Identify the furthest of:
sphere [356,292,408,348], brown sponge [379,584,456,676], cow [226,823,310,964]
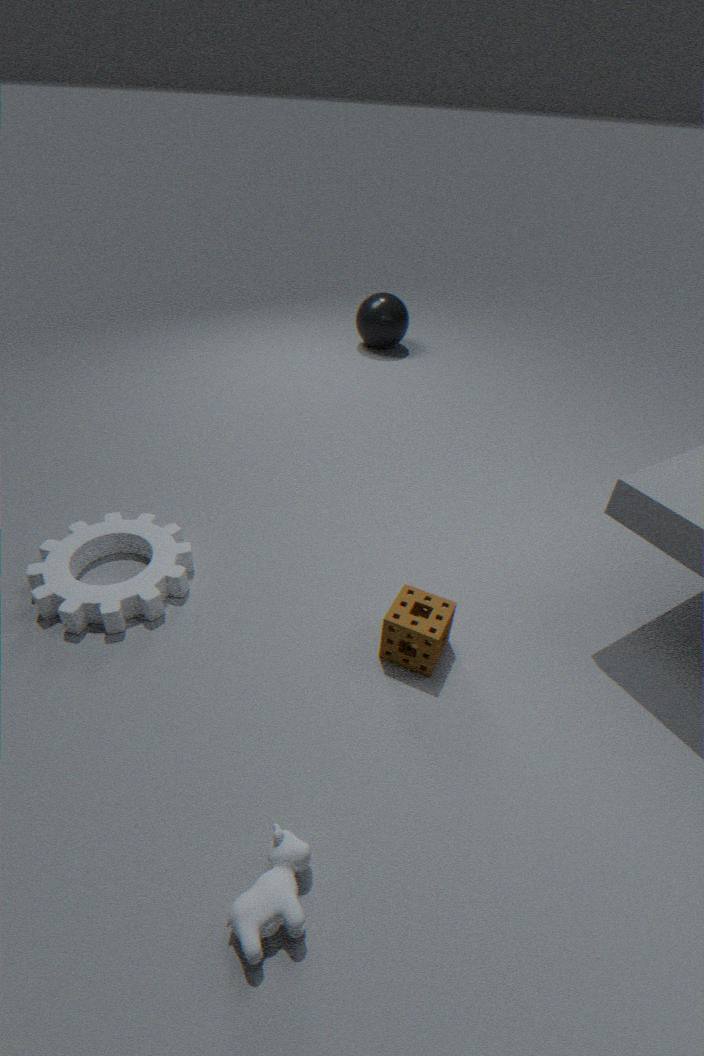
sphere [356,292,408,348]
